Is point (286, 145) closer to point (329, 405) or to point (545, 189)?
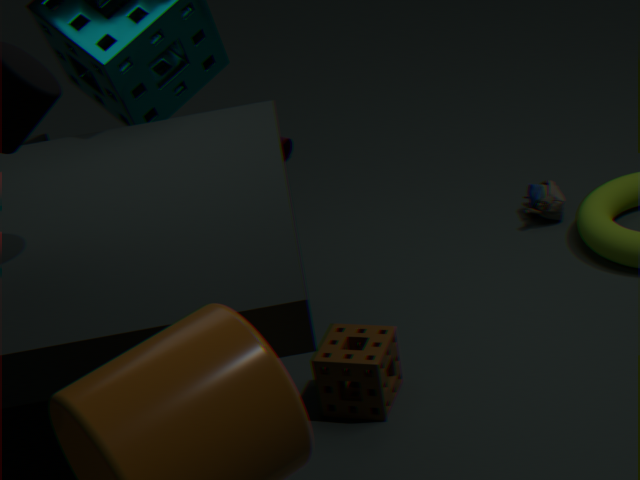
point (545, 189)
